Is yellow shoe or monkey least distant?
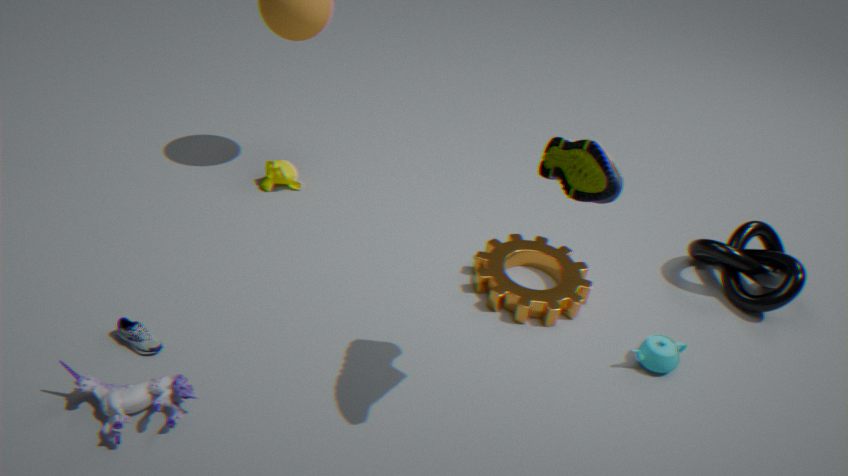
yellow shoe
